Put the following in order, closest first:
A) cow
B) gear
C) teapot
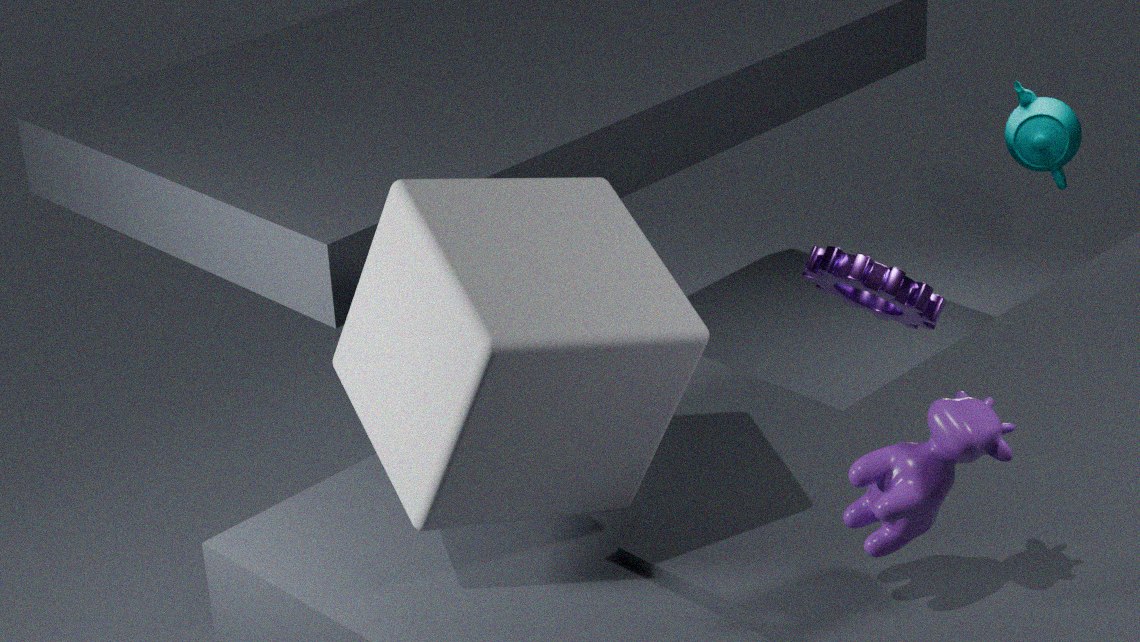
cow < gear < teapot
